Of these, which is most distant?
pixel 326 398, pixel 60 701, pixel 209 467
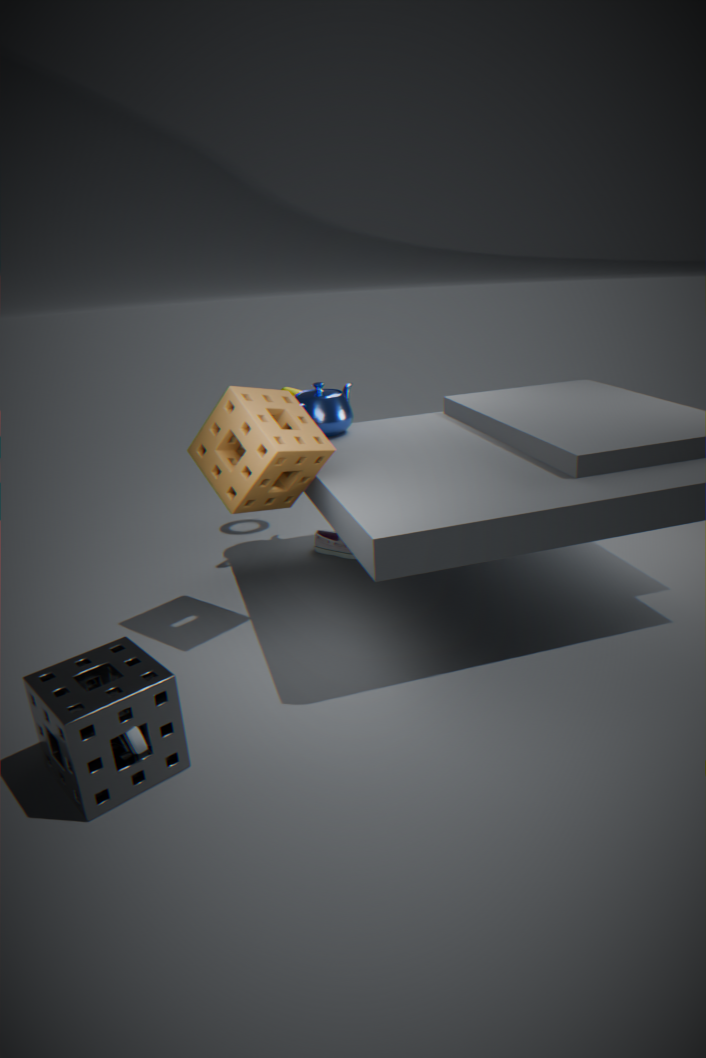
pixel 326 398
